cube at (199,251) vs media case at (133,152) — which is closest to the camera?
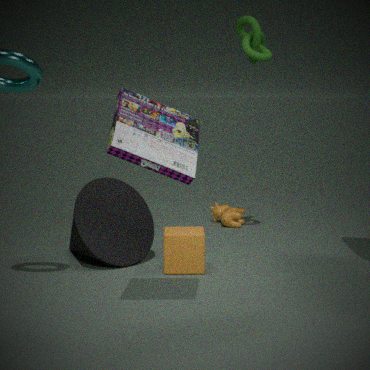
media case at (133,152)
